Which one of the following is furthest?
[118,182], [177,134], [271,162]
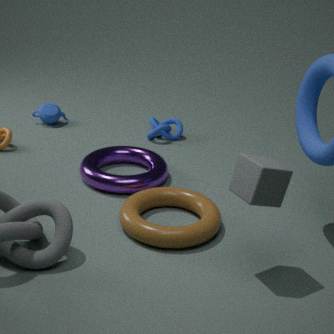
[177,134]
